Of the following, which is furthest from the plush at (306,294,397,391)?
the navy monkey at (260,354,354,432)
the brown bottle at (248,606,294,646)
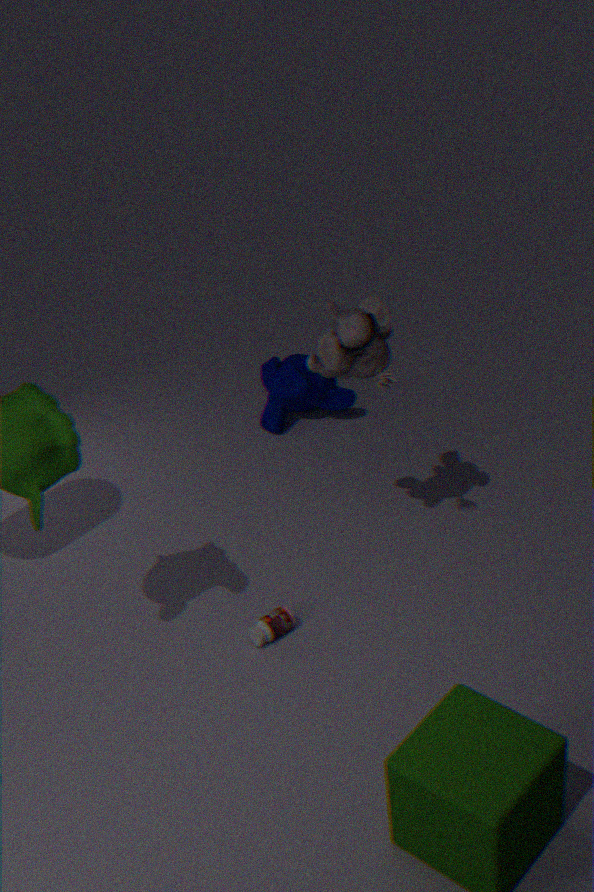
the navy monkey at (260,354,354,432)
